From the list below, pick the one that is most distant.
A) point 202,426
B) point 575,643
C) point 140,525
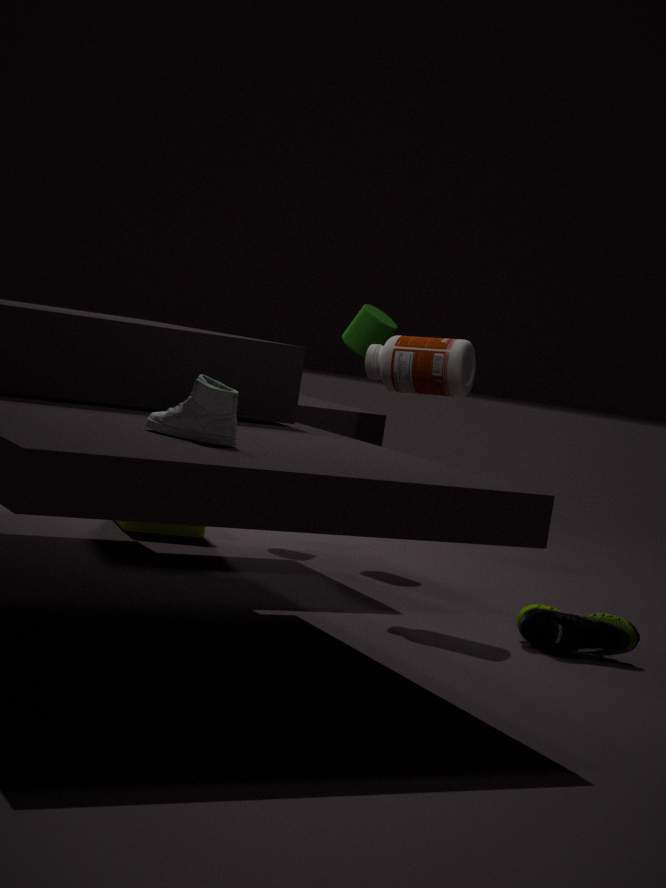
point 140,525
